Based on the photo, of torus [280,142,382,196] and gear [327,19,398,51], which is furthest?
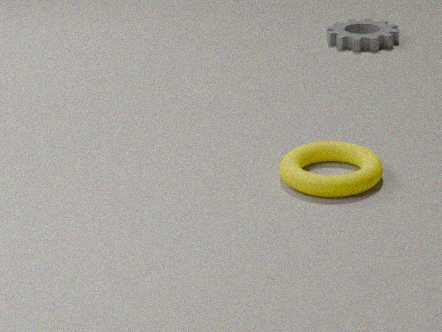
gear [327,19,398,51]
